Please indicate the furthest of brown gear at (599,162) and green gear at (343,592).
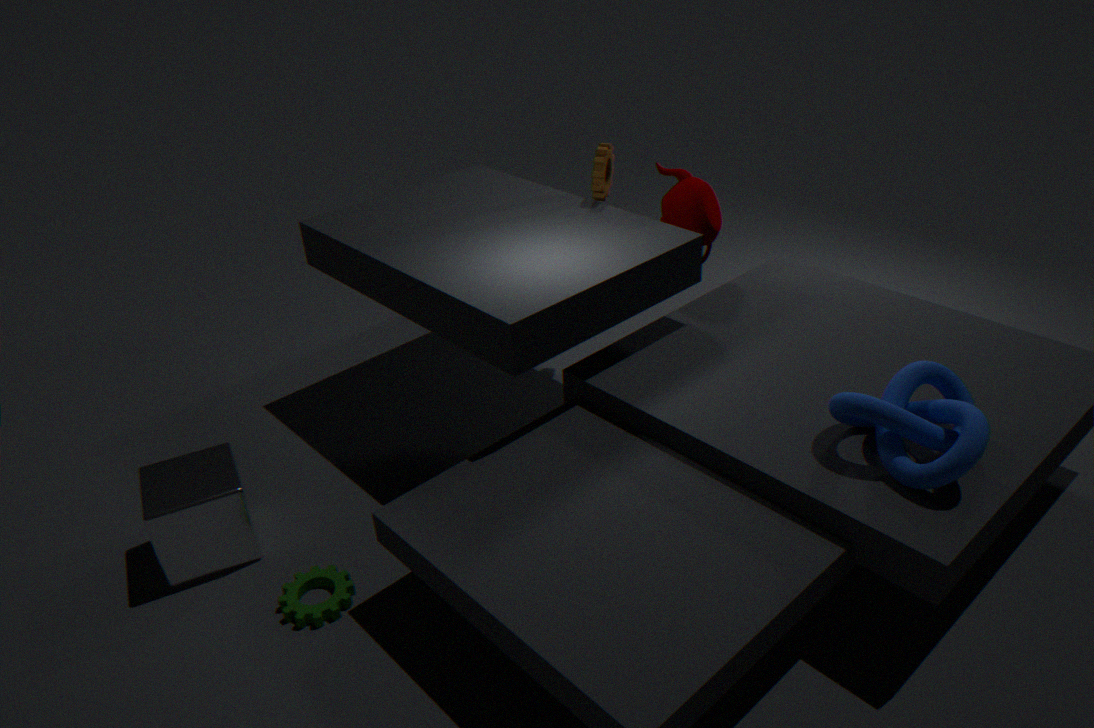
brown gear at (599,162)
